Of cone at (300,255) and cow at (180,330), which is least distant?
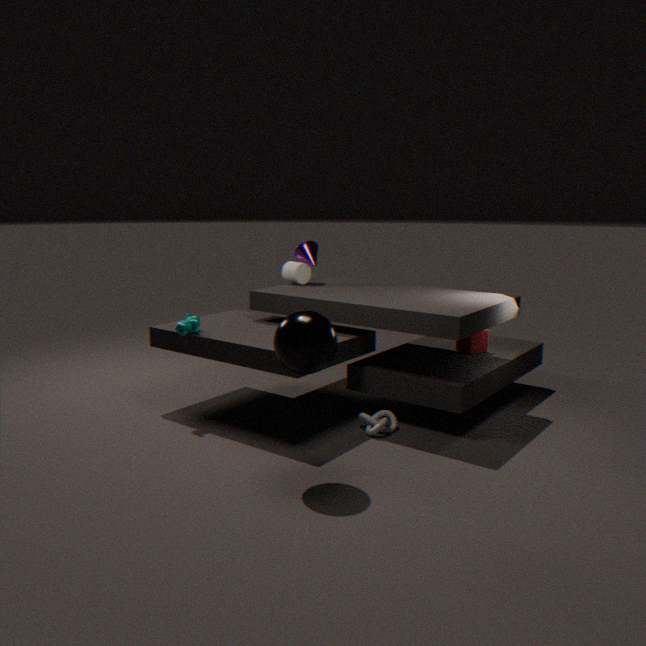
cow at (180,330)
